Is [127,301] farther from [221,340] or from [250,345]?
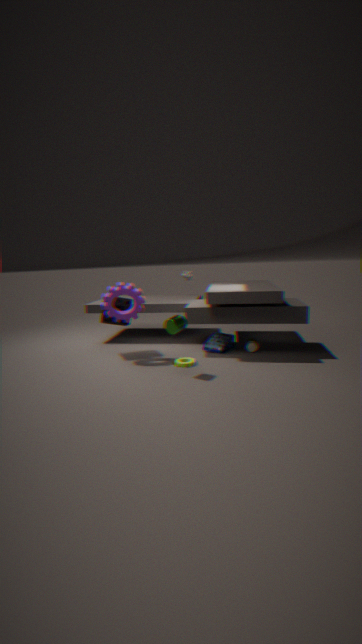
[250,345]
